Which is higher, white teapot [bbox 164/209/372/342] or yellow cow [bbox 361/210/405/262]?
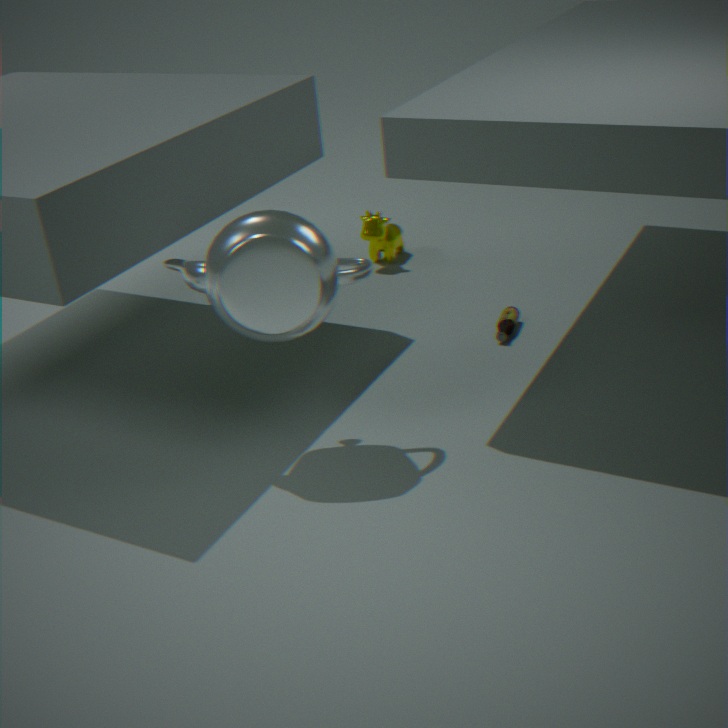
white teapot [bbox 164/209/372/342]
